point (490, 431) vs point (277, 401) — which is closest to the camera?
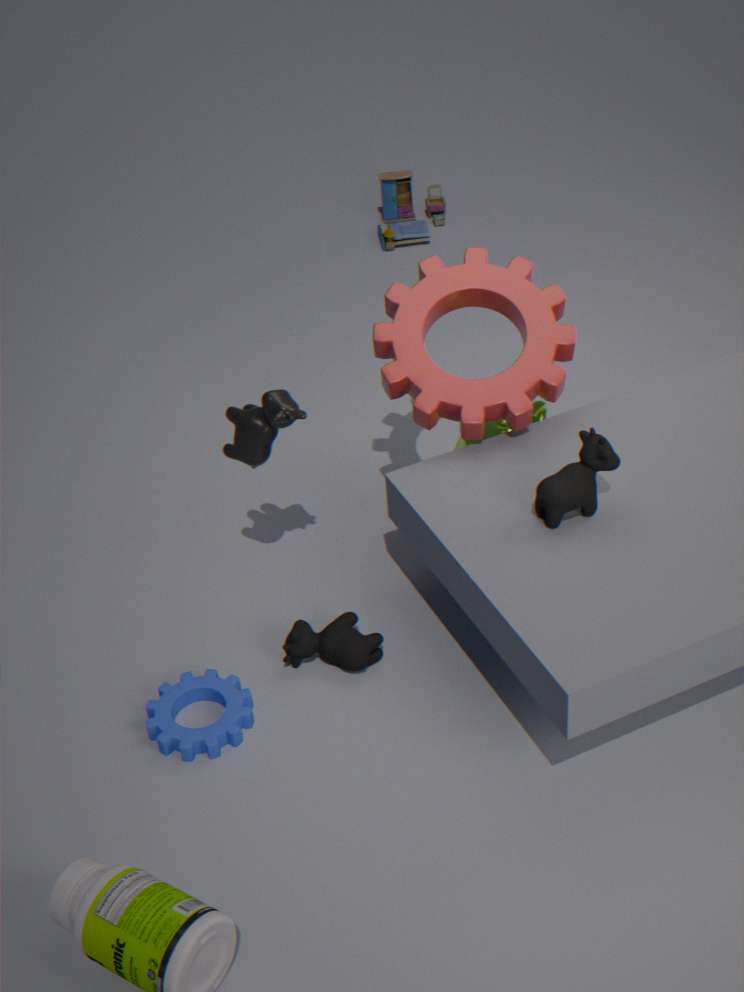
point (277, 401)
